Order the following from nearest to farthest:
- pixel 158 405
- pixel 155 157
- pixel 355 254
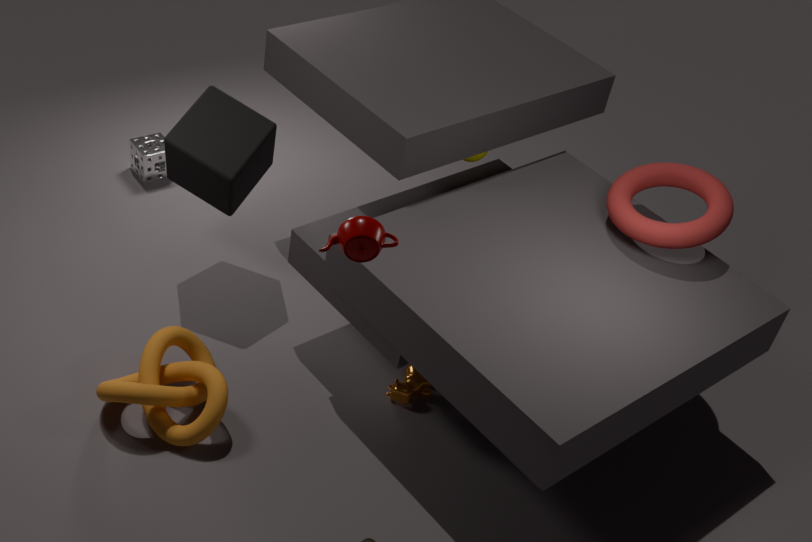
pixel 355 254
pixel 158 405
pixel 155 157
